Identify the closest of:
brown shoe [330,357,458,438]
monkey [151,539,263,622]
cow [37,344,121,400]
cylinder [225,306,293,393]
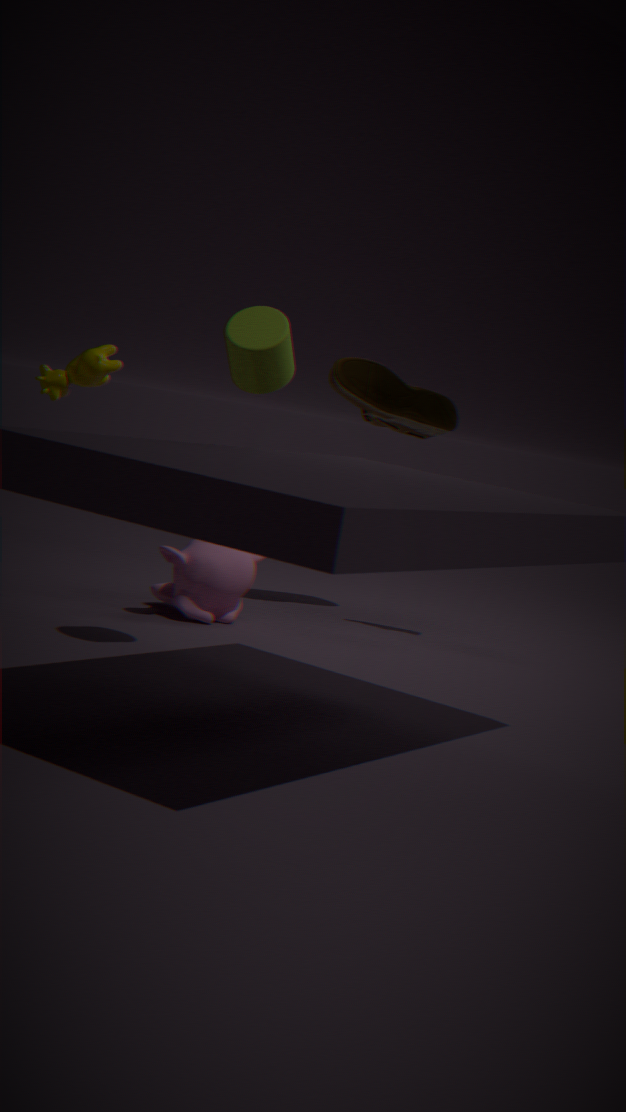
cylinder [225,306,293,393]
